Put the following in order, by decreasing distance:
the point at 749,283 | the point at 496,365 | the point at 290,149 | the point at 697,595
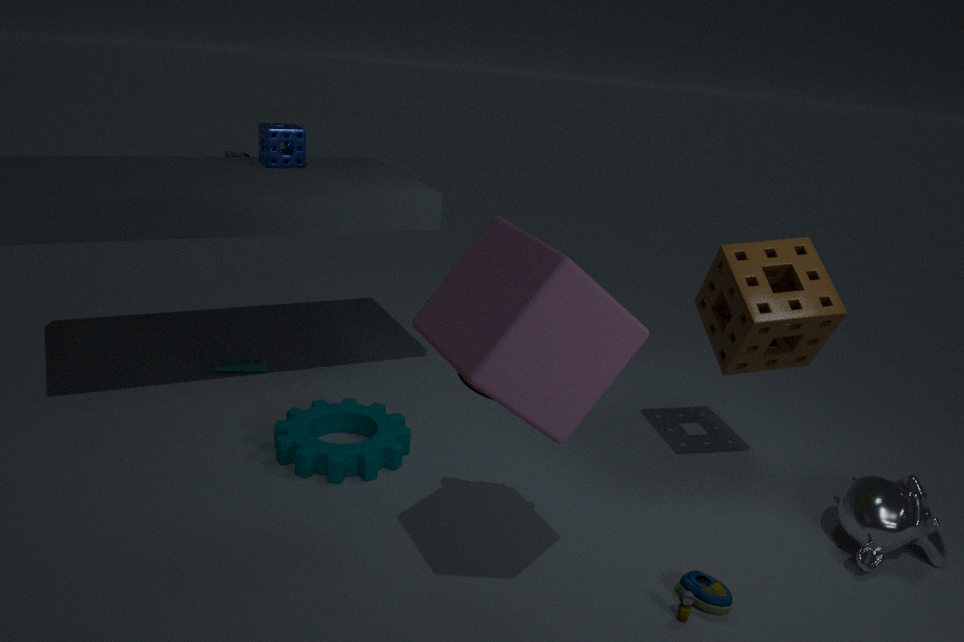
the point at 290,149, the point at 749,283, the point at 697,595, the point at 496,365
